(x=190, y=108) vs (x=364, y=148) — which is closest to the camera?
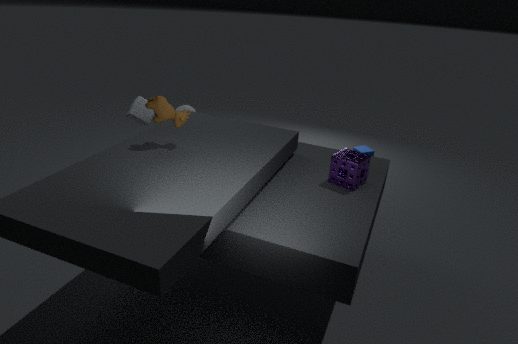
(x=190, y=108)
